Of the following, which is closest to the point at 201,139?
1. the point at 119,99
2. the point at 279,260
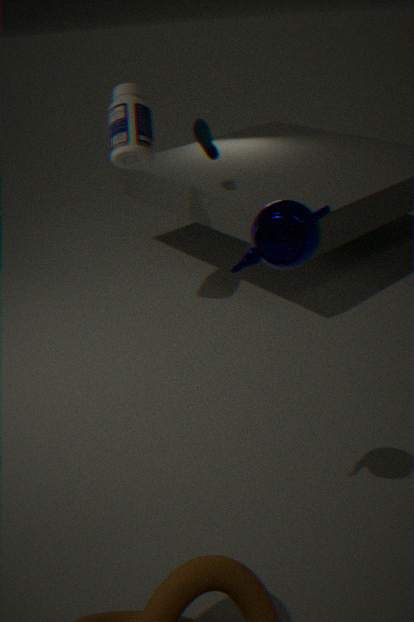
the point at 119,99
